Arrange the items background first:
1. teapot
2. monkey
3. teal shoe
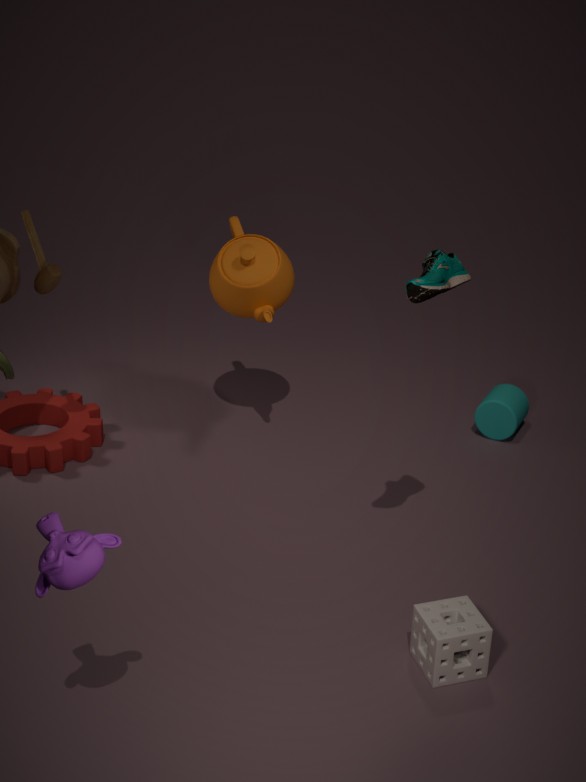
teapot → teal shoe → monkey
